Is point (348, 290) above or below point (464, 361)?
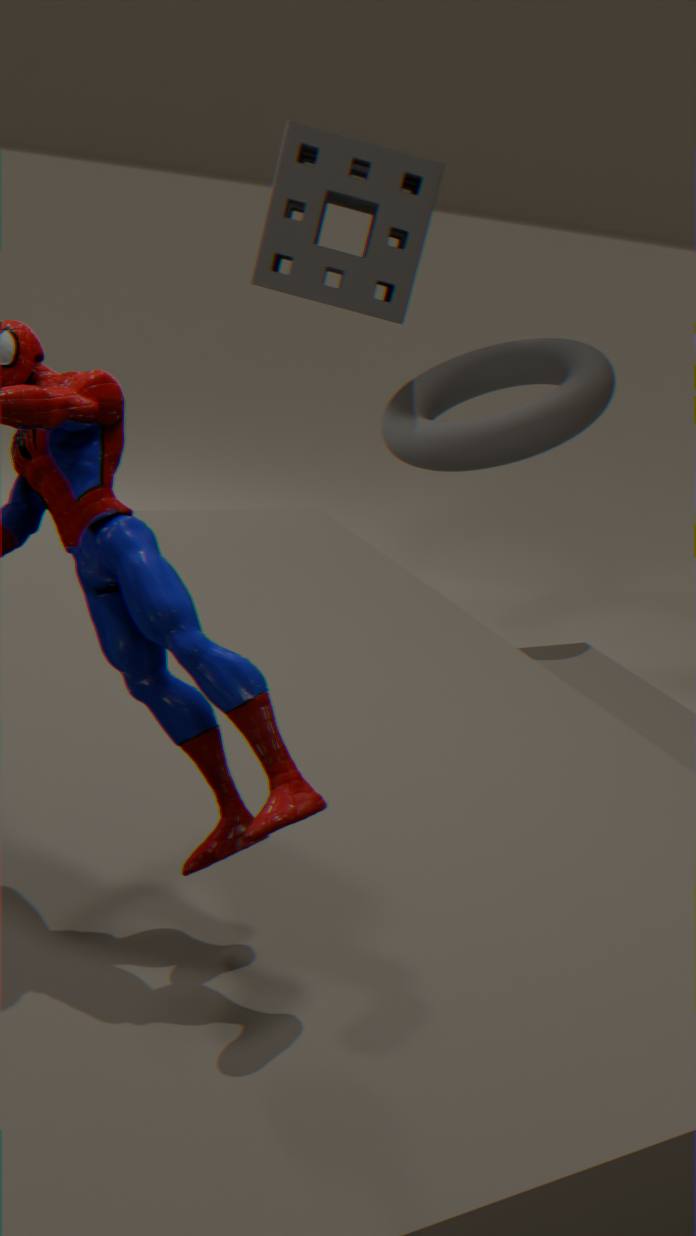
above
